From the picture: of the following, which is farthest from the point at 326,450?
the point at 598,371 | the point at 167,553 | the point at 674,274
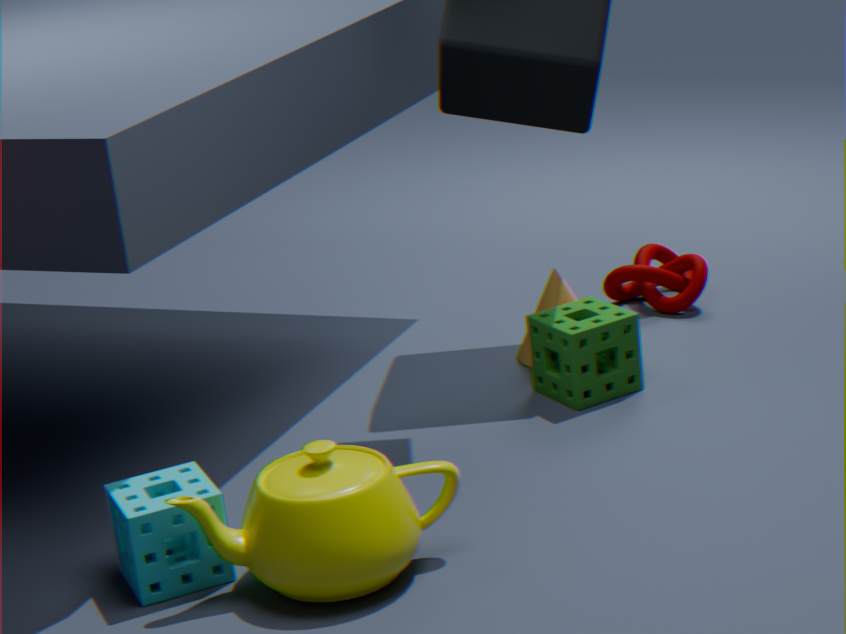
the point at 674,274
